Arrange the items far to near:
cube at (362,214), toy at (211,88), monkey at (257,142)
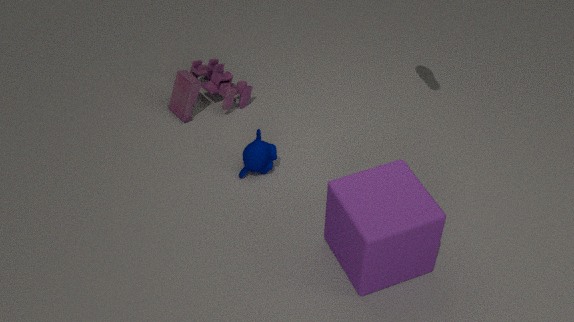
toy at (211,88) < monkey at (257,142) < cube at (362,214)
